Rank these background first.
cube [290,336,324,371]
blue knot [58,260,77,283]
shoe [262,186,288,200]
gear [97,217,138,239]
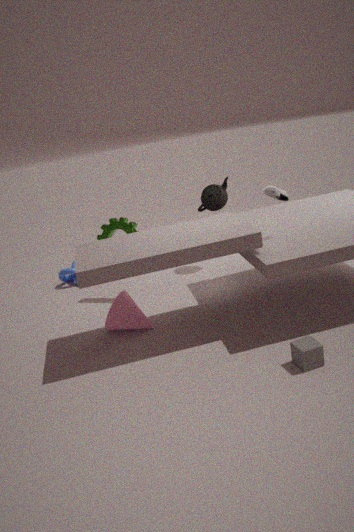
blue knot [58,260,77,283], gear [97,217,138,239], shoe [262,186,288,200], cube [290,336,324,371]
